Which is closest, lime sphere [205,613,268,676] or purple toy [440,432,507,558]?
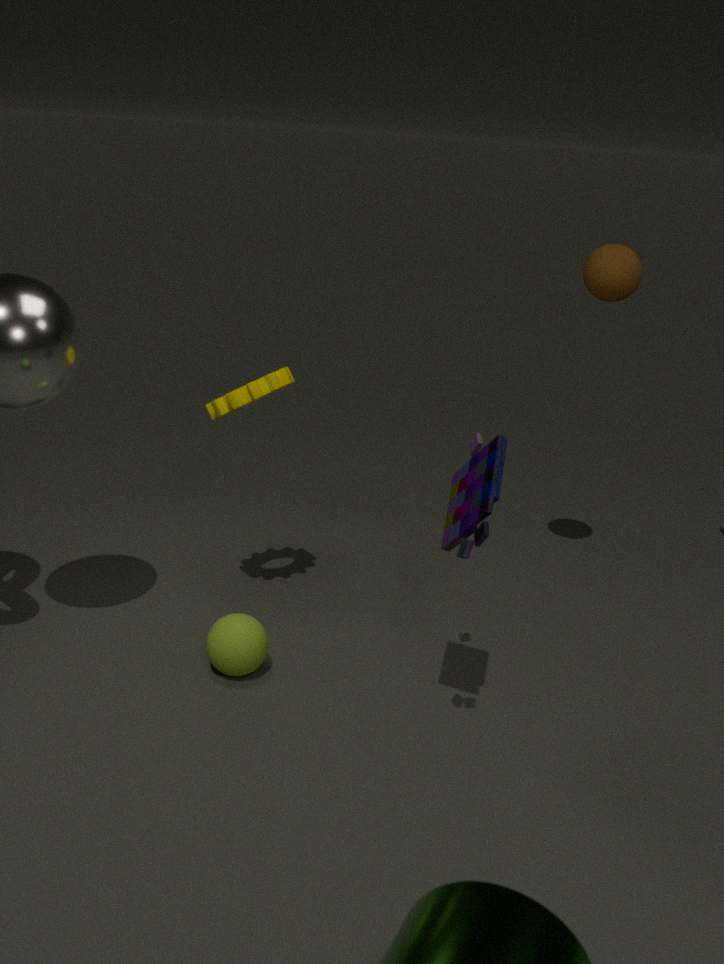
purple toy [440,432,507,558]
